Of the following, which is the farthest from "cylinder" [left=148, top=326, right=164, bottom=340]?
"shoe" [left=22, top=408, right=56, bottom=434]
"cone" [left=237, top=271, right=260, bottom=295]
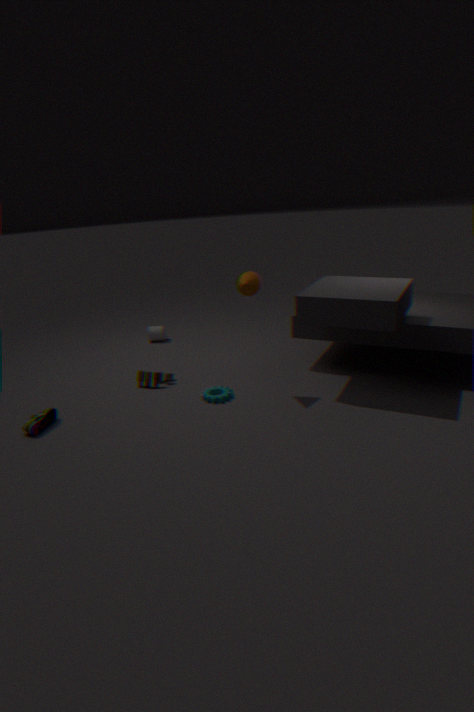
"shoe" [left=22, top=408, right=56, bottom=434]
